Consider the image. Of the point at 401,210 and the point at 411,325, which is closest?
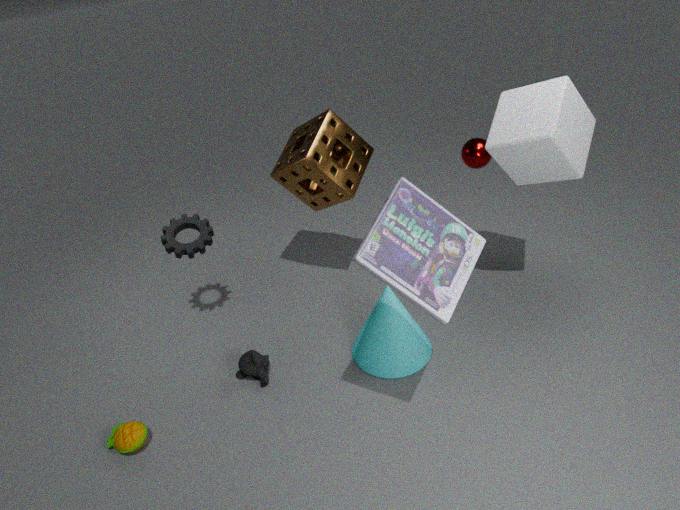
the point at 401,210
